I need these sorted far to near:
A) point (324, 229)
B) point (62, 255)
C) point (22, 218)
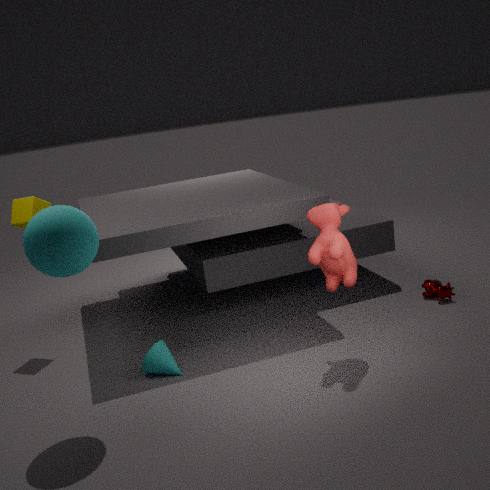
point (22, 218) → point (324, 229) → point (62, 255)
